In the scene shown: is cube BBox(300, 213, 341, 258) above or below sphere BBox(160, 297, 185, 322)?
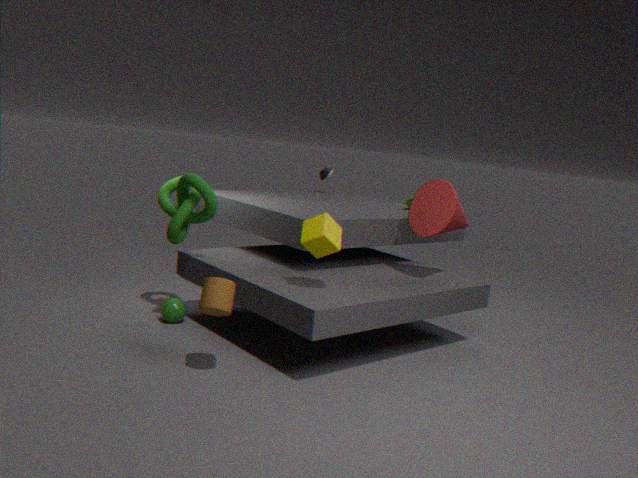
above
